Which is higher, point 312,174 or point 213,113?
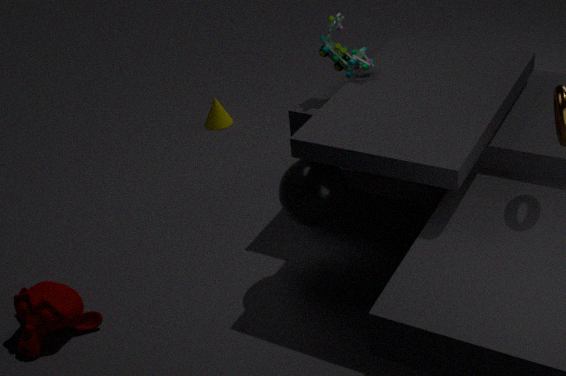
point 312,174
